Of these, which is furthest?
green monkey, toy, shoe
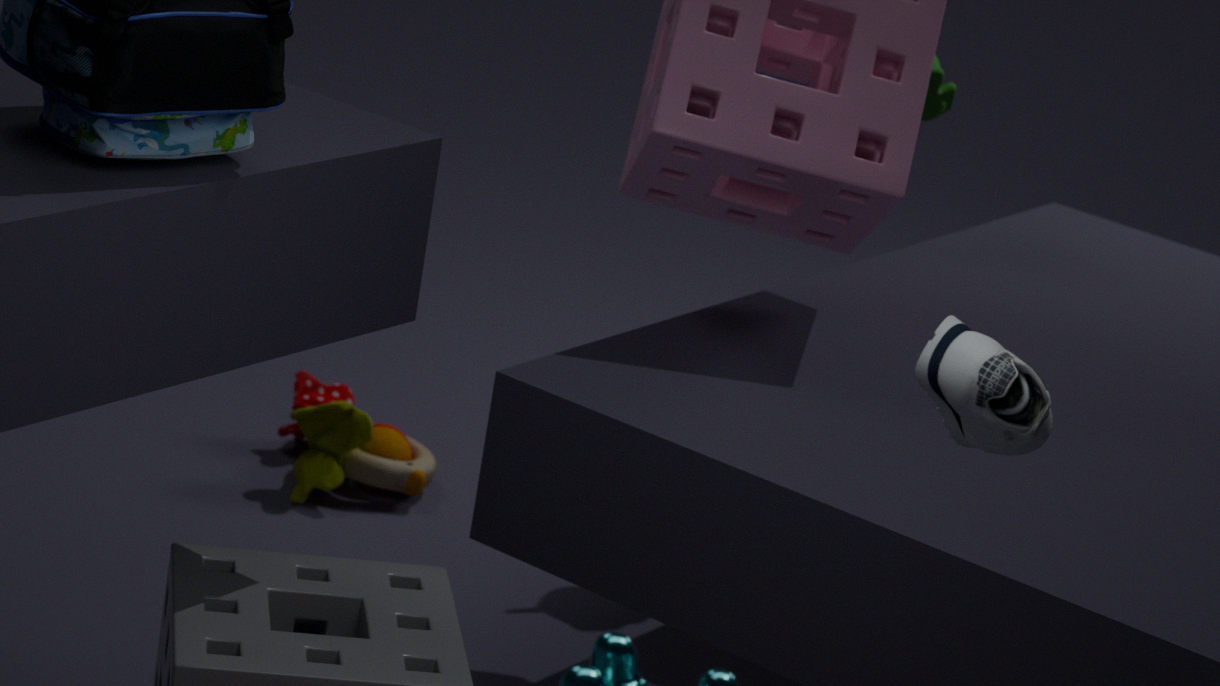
toy
